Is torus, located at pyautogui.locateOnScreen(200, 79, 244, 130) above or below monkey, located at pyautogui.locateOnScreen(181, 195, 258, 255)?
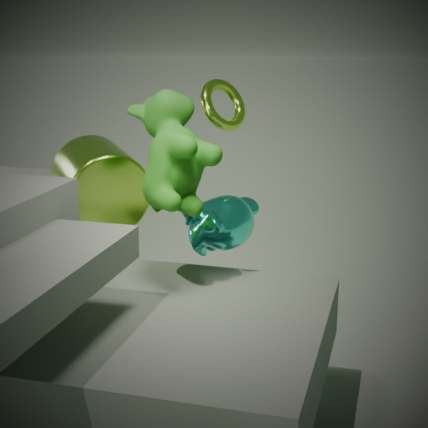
above
